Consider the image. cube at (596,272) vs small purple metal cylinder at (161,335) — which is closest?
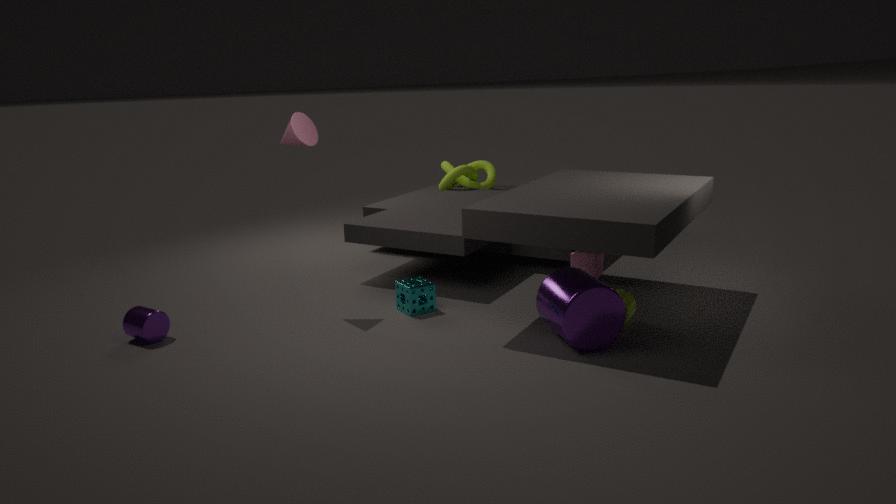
small purple metal cylinder at (161,335)
